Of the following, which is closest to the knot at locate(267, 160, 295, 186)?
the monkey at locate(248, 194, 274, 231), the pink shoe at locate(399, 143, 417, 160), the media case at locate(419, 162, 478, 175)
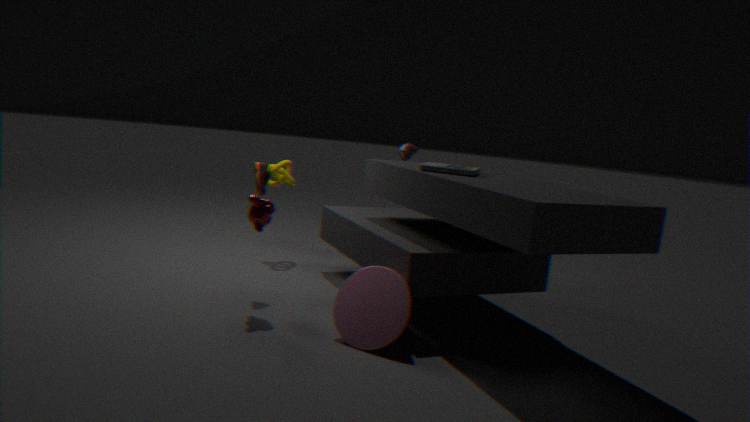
the pink shoe at locate(399, 143, 417, 160)
